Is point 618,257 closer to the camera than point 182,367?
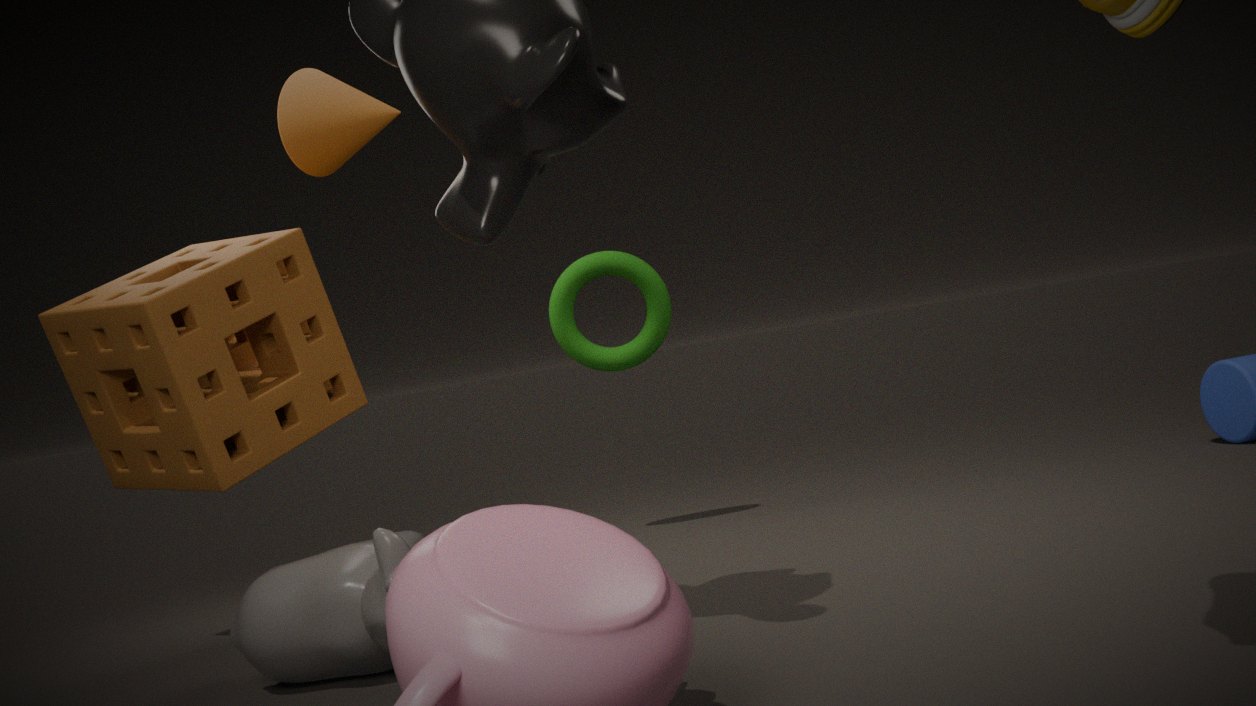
No
